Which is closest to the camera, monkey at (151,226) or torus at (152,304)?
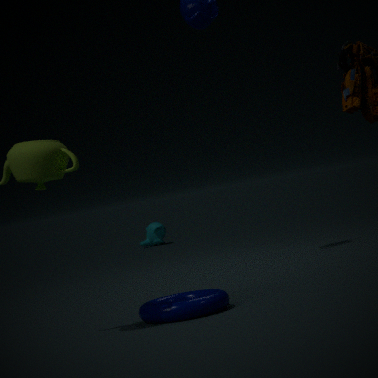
torus at (152,304)
